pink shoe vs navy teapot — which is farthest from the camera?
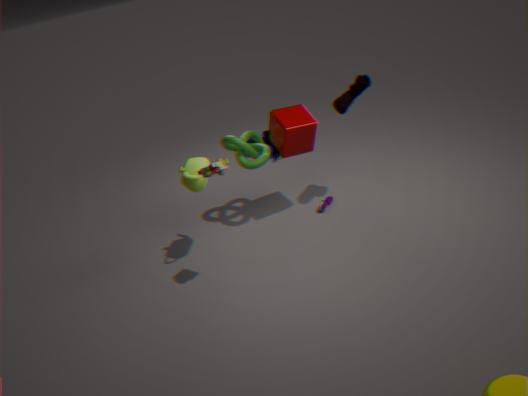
navy teapot
